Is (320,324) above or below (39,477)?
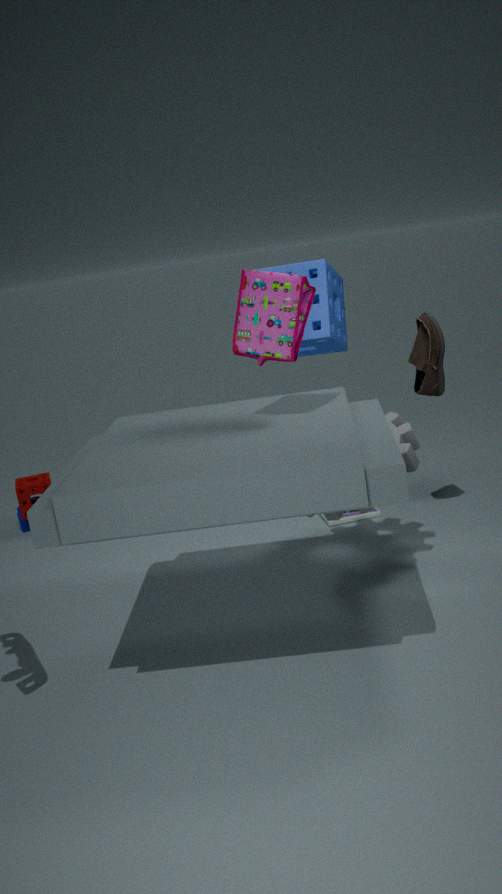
above
